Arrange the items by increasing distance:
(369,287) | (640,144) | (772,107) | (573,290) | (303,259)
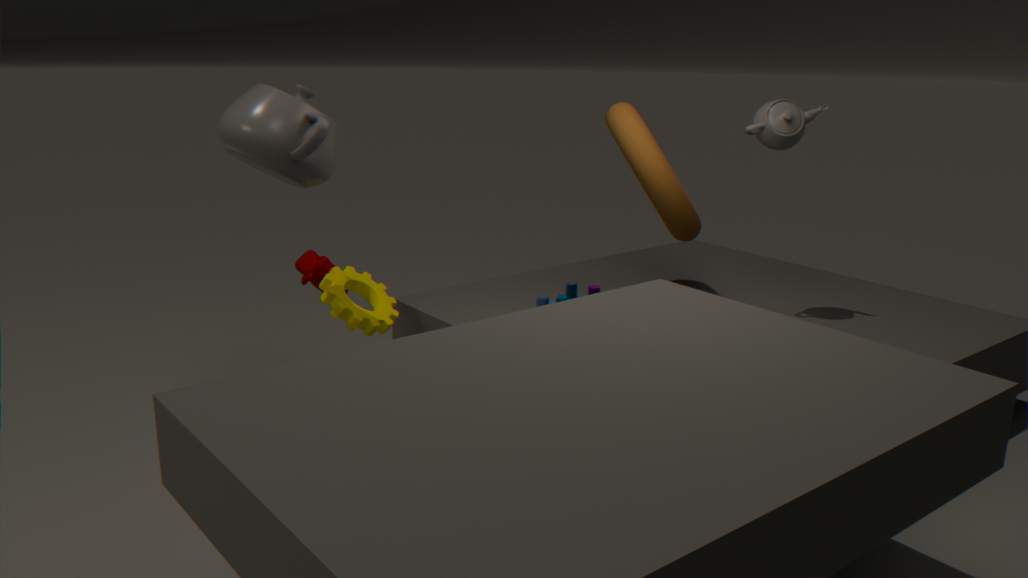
(772,107) < (640,144) < (573,290) < (369,287) < (303,259)
